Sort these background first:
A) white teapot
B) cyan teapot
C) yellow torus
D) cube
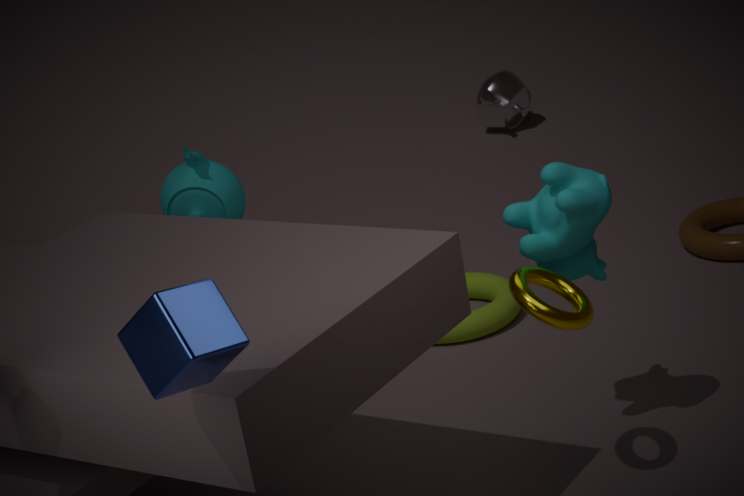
white teapot
cyan teapot
yellow torus
cube
